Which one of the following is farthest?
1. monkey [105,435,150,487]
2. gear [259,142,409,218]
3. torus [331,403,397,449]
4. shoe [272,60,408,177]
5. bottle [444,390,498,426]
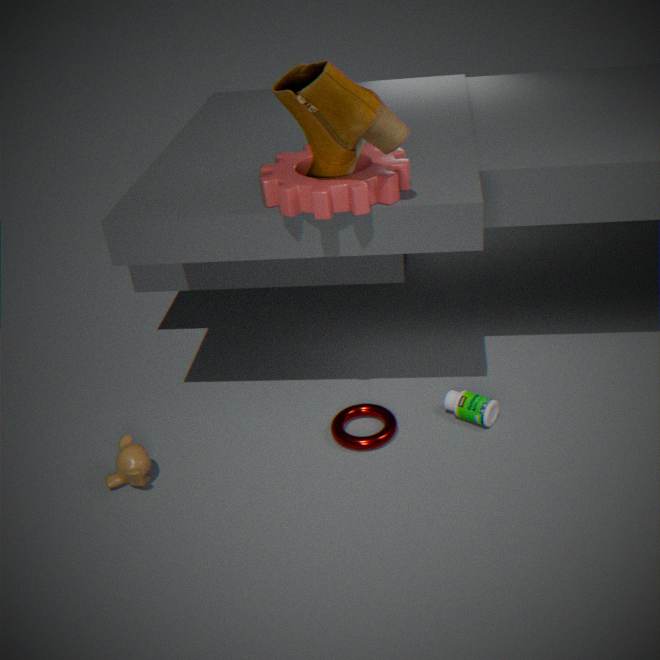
bottle [444,390,498,426]
